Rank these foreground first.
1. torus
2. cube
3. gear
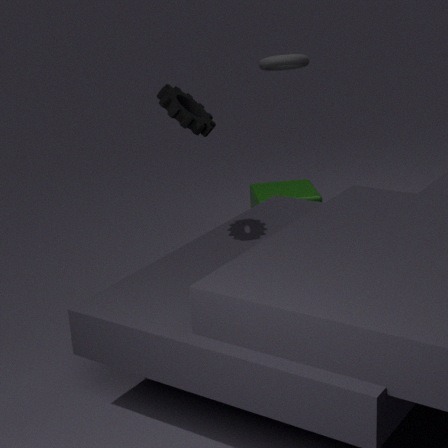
1. gear
2. torus
3. cube
